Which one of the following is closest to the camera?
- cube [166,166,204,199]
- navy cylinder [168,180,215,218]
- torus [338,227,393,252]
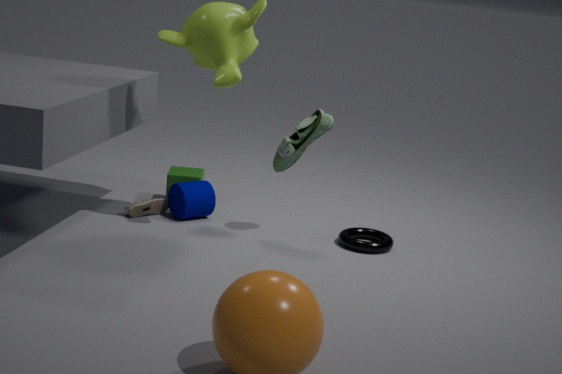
torus [338,227,393,252]
